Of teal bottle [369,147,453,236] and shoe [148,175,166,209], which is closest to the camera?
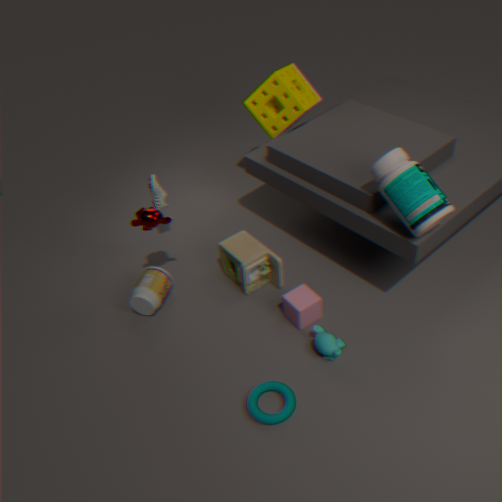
teal bottle [369,147,453,236]
